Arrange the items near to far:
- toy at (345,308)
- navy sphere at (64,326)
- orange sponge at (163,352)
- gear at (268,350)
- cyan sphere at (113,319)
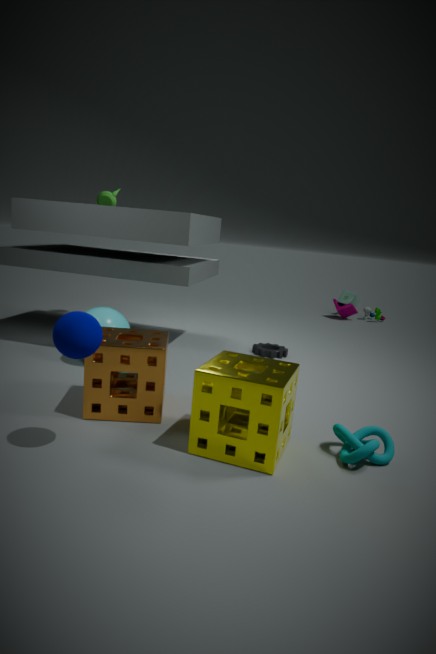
navy sphere at (64,326)
orange sponge at (163,352)
cyan sphere at (113,319)
gear at (268,350)
toy at (345,308)
